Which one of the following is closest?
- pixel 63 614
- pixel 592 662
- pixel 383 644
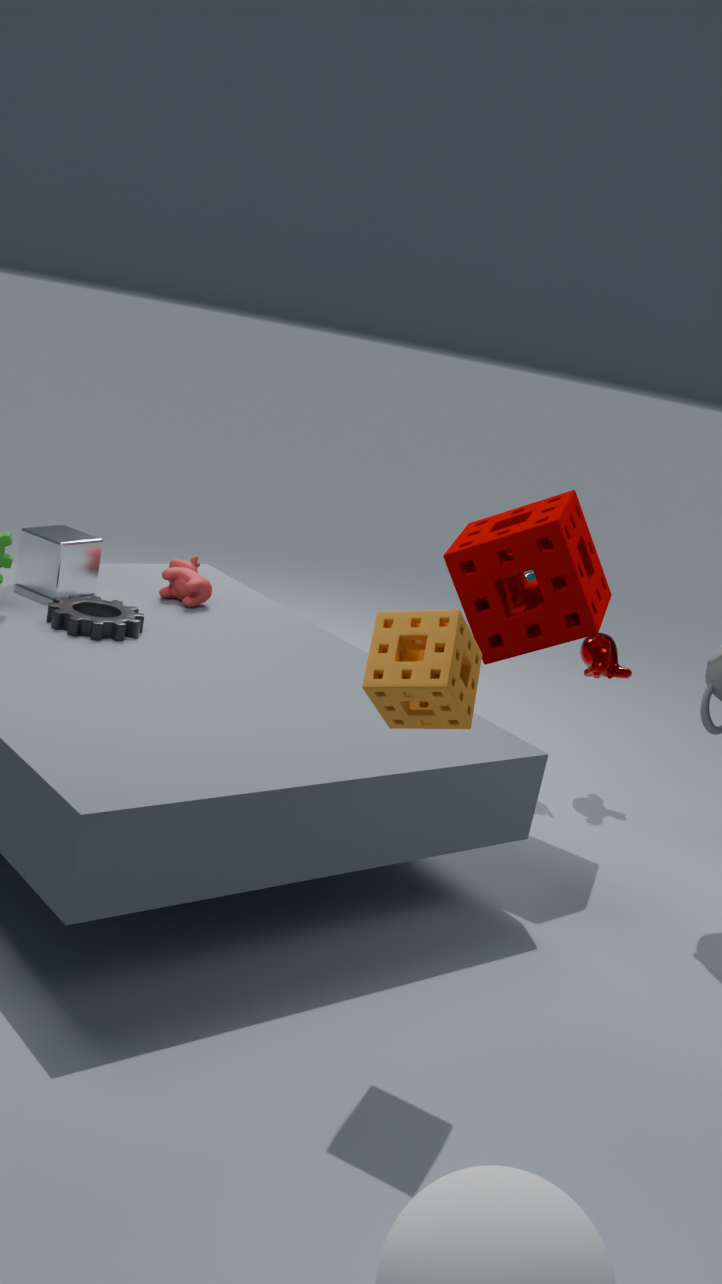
pixel 383 644
